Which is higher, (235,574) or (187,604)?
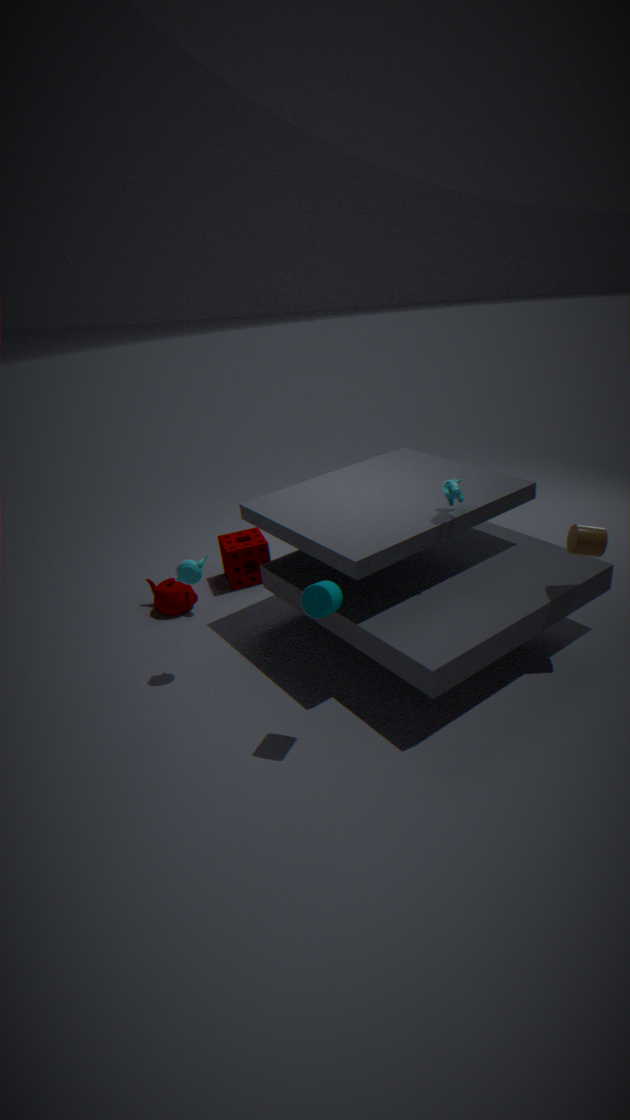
(235,574)
